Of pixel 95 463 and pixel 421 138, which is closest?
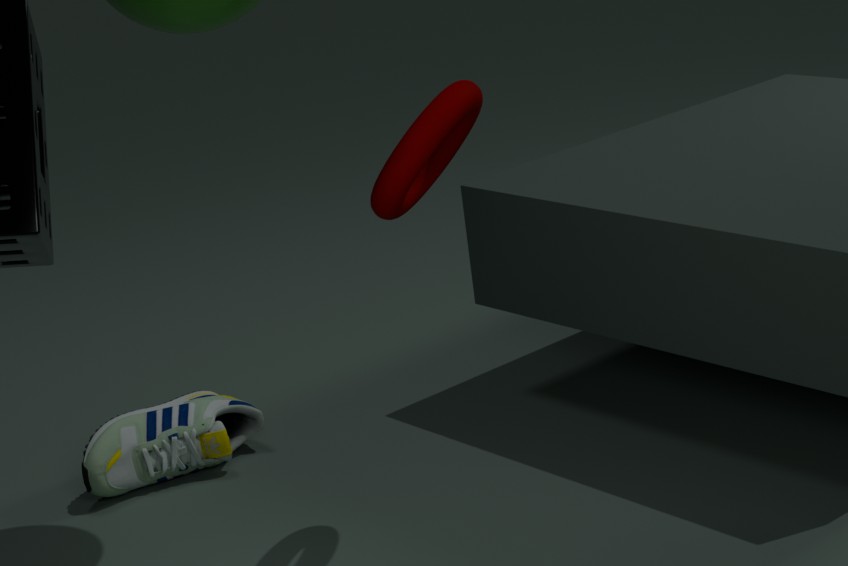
pixel 421 138
